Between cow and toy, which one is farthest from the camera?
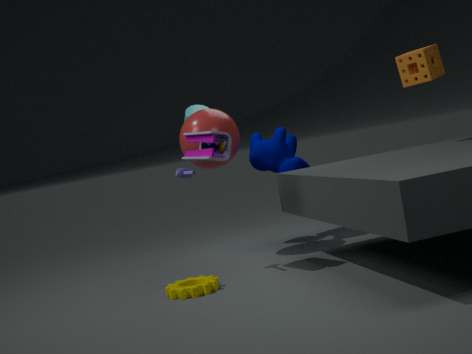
cow
